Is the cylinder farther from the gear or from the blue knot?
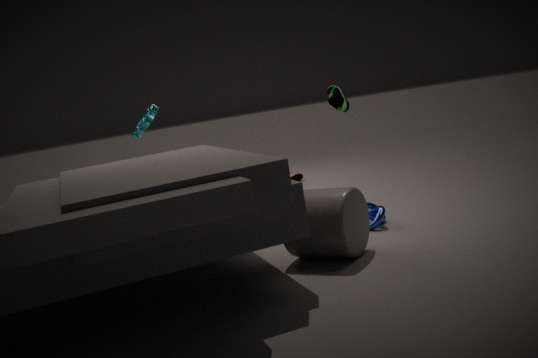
the gear
